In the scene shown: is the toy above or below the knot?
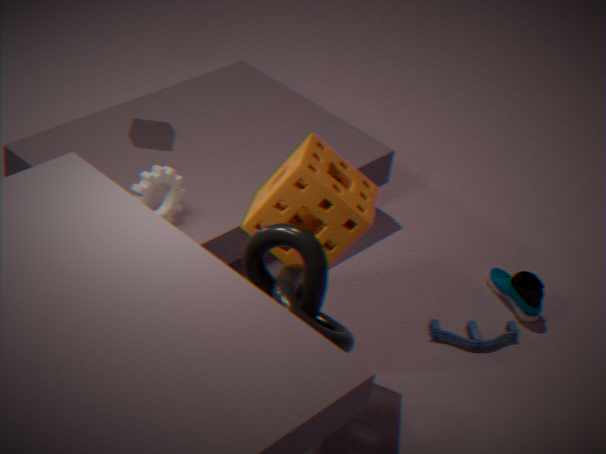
below
